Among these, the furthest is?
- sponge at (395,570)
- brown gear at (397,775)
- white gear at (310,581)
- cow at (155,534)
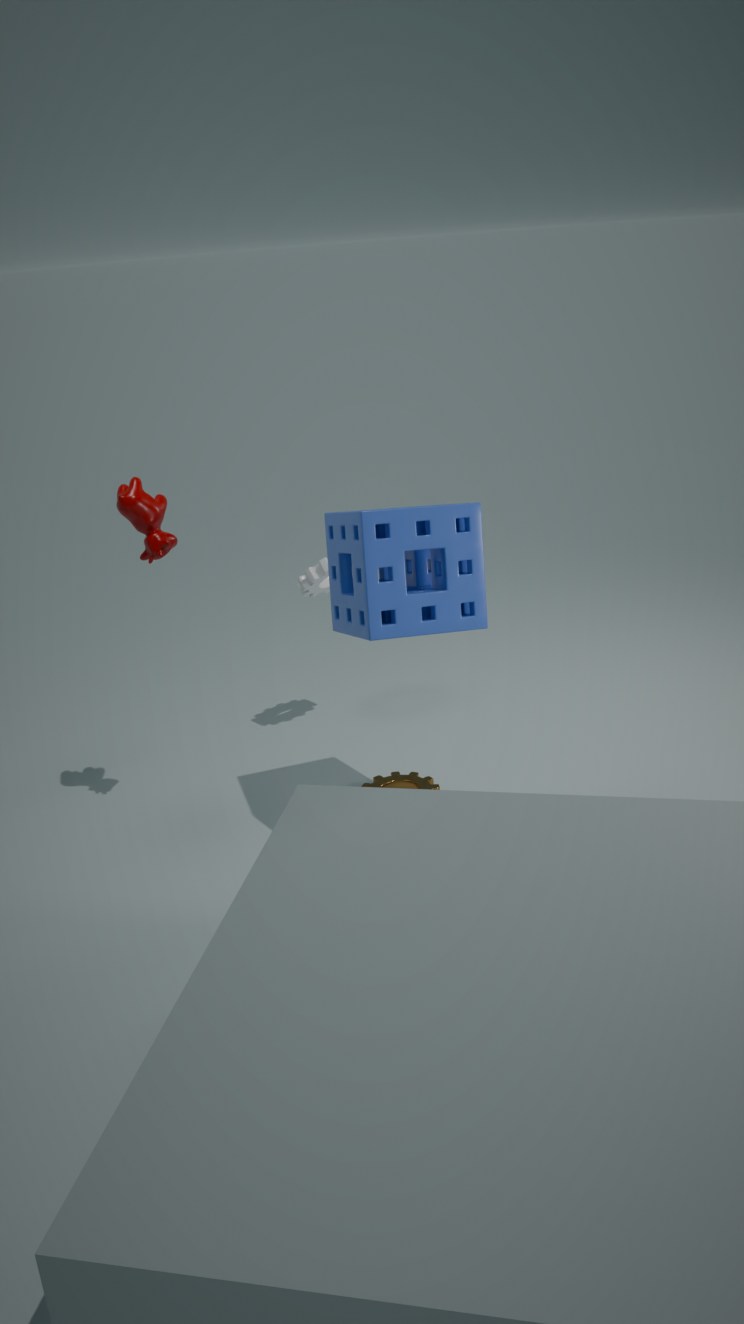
white gear at (310,581)
